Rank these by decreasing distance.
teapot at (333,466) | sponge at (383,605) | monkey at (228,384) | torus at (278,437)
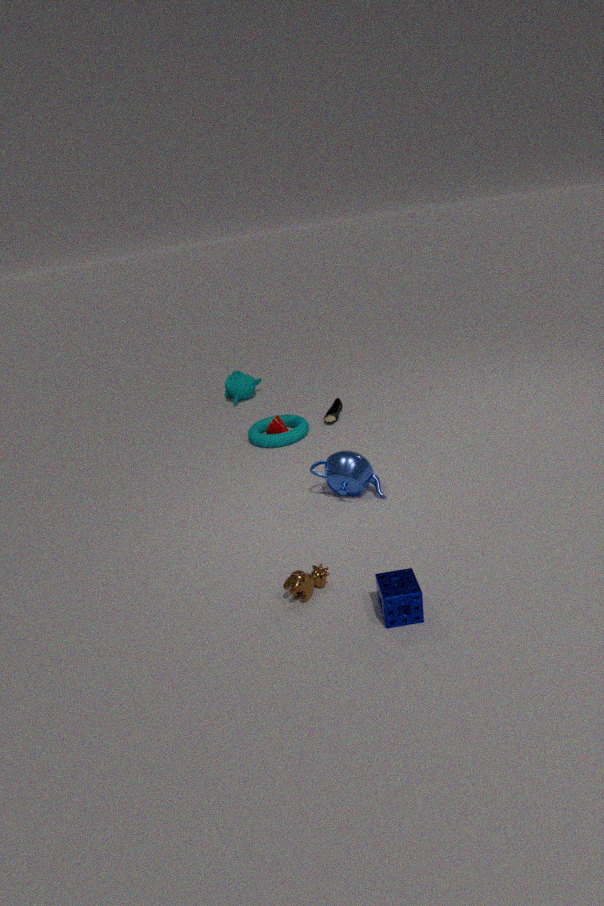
monkey at (228,384) → torus at (278,437) → teapot at (333,466) → sponge at (383,605)
